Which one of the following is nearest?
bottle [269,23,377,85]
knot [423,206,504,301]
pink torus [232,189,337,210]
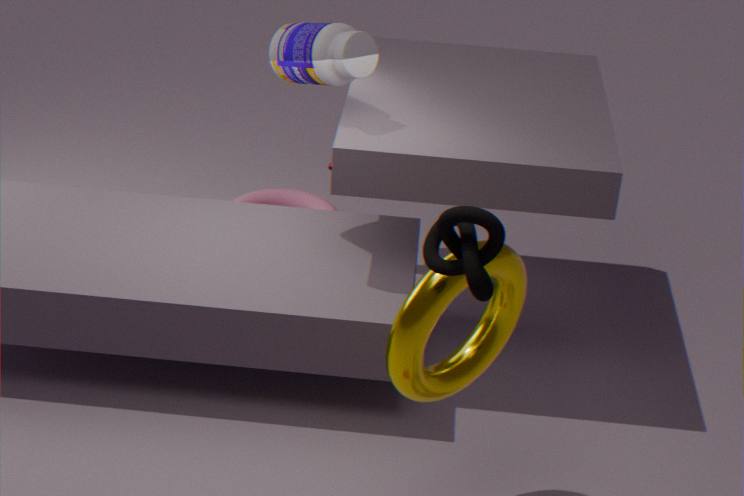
knot [423,206,504,301]
